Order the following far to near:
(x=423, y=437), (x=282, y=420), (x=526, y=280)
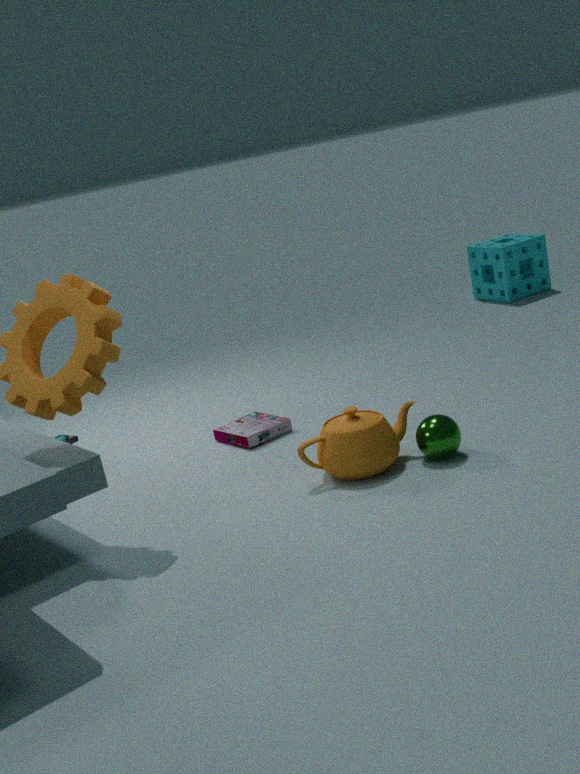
(x=526, y=280)
(x=282, y=420)
(x=423, y=437)
